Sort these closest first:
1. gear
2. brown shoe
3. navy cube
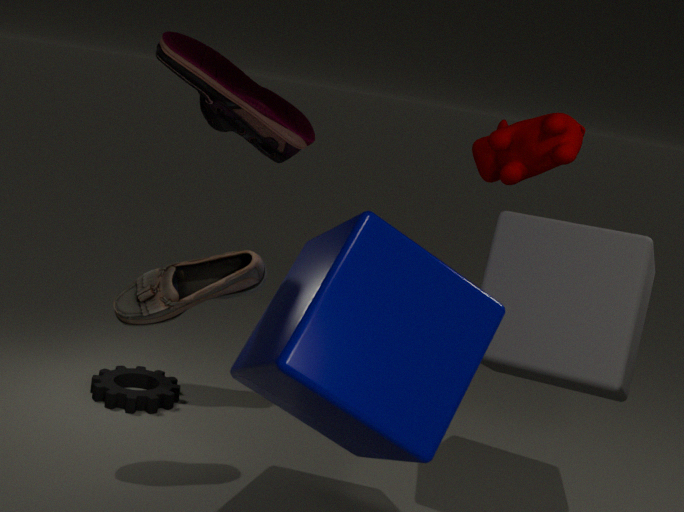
navy cube < brown shoe < gear
